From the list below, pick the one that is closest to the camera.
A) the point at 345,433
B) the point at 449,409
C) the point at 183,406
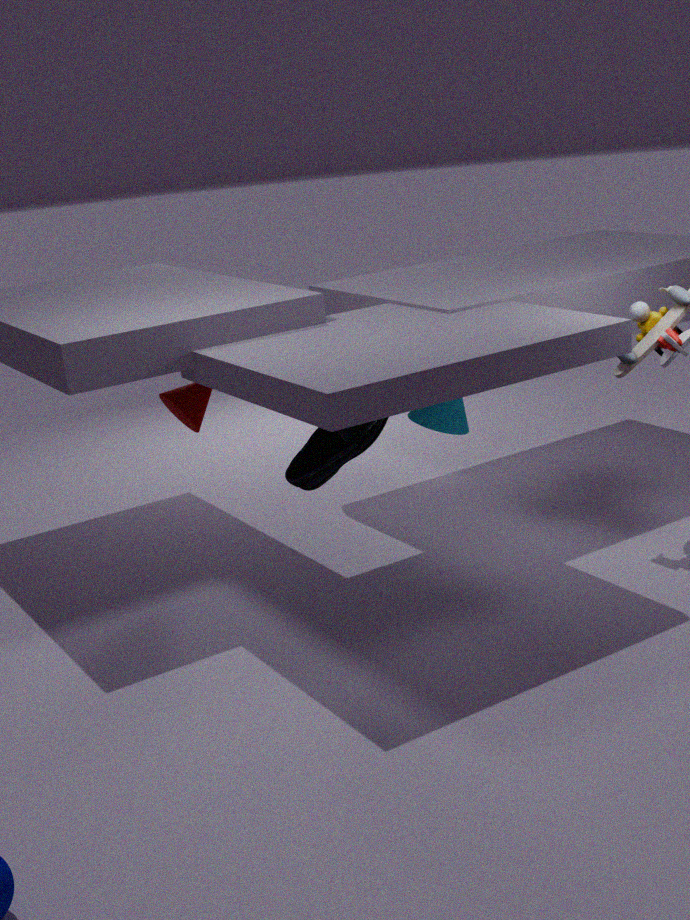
the point at 449,409
